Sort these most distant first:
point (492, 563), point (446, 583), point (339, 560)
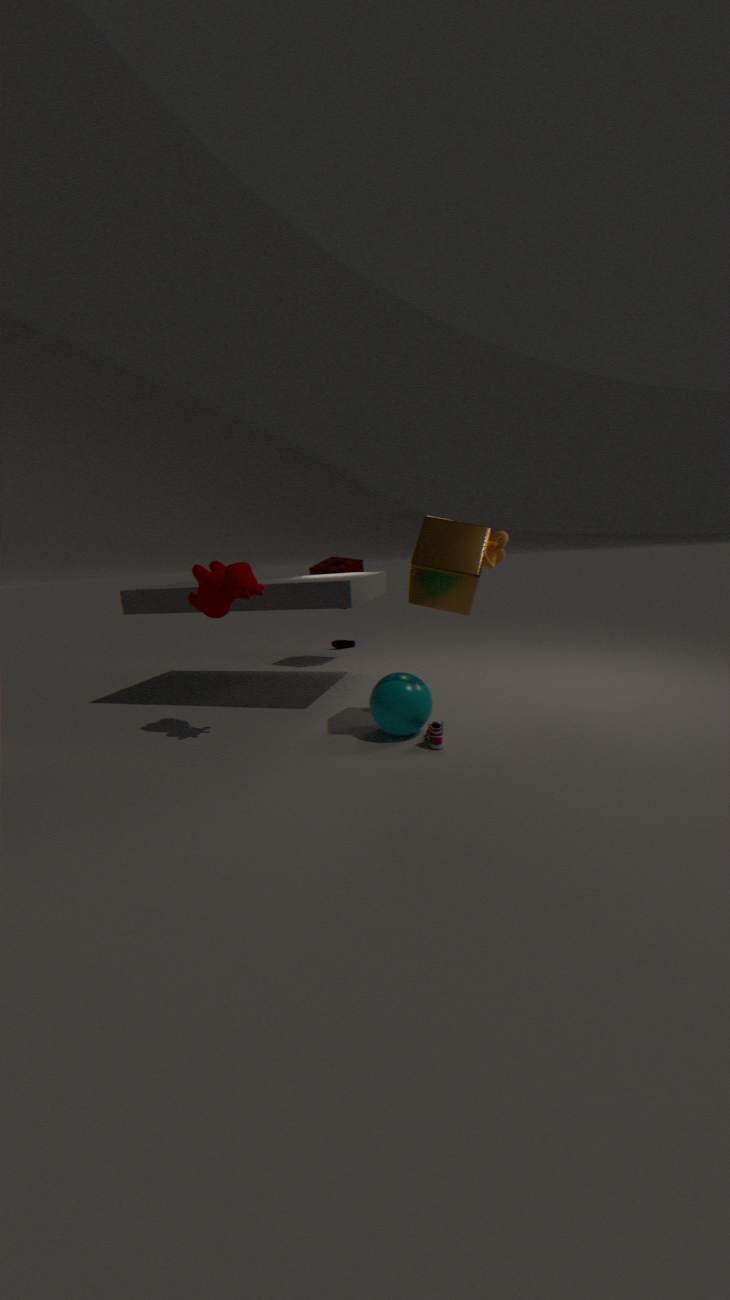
1. point (339, 560)
2. point (492, 563)
3. point (446, 583)
